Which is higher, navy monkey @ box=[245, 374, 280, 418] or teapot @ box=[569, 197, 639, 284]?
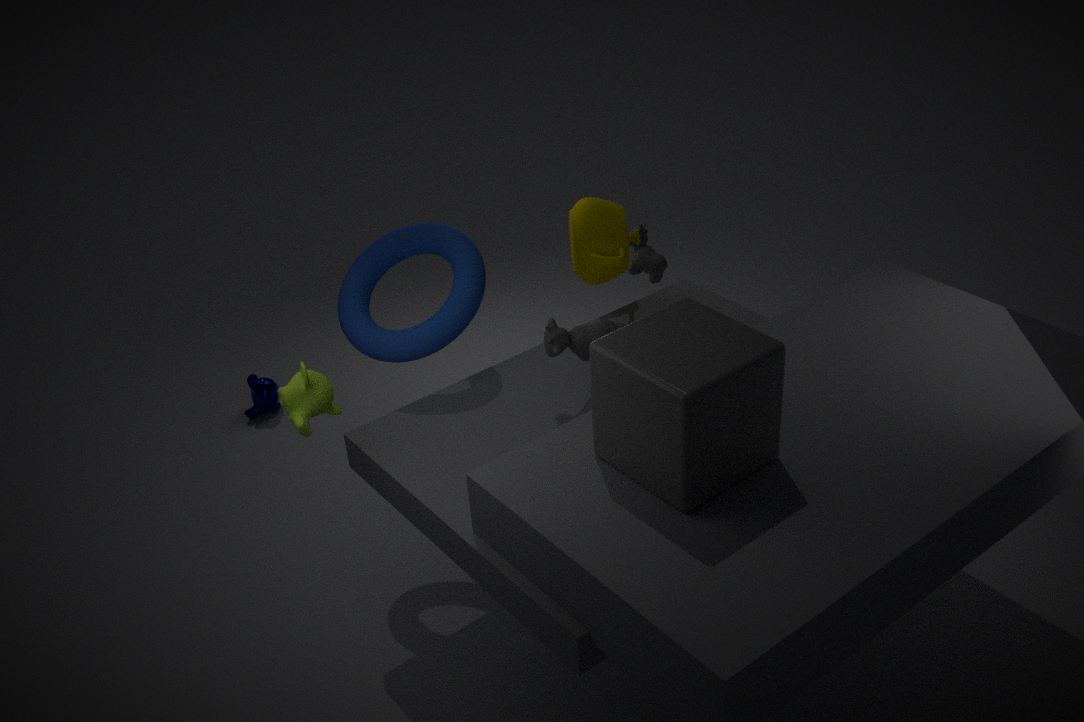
teapot @ box=[569, 197, 639, 284]
